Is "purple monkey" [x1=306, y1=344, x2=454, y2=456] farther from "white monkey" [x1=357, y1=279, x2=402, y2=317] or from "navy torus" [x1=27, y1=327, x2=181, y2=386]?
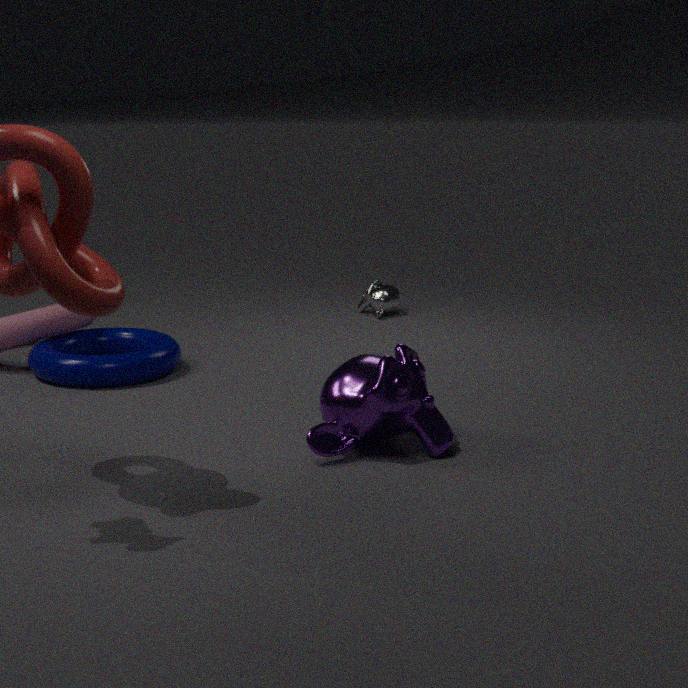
"white monkey" [x1=357, y1=279, x2=402, y2=317]
